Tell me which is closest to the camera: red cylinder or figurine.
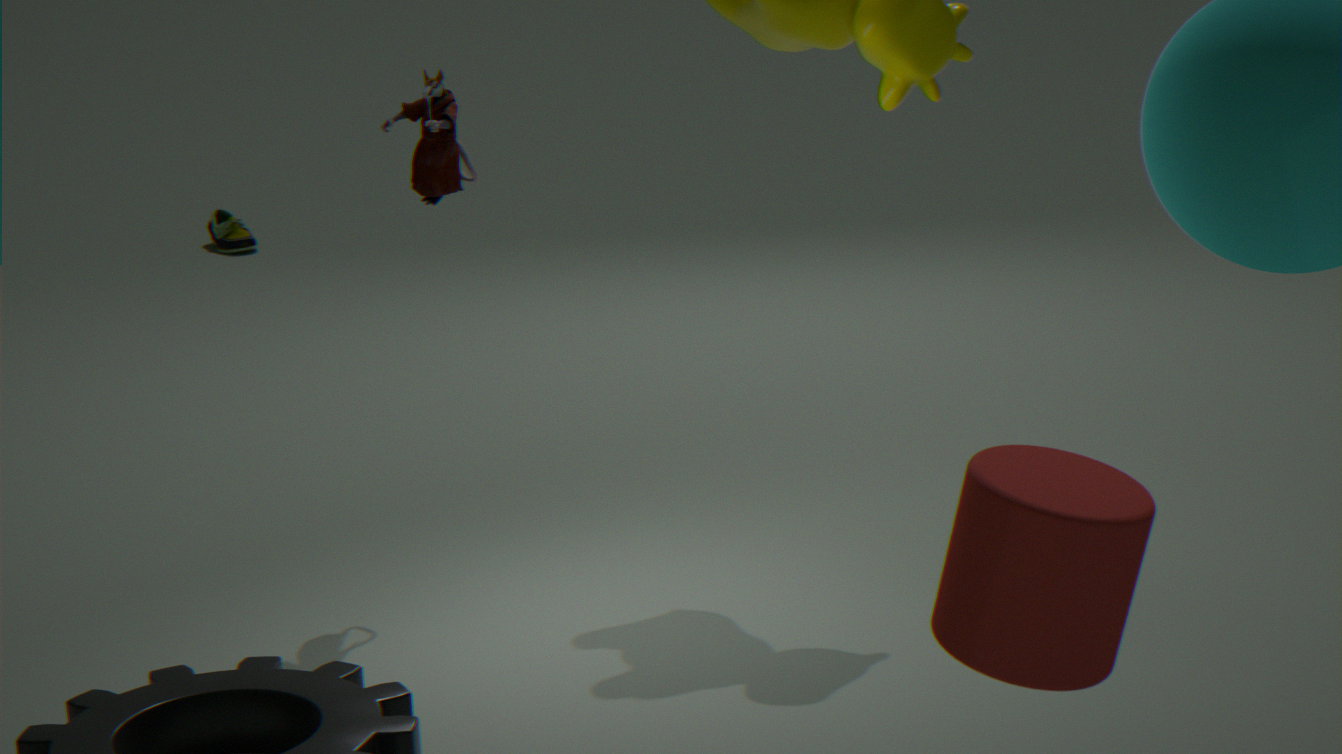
red cylinder
